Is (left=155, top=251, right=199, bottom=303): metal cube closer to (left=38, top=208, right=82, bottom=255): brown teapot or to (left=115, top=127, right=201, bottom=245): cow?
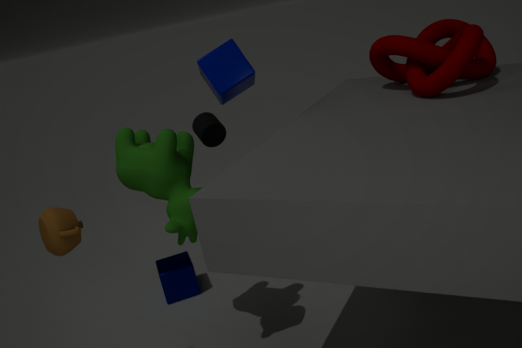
(left=115, top=127, right=201, bottom=245): cow
